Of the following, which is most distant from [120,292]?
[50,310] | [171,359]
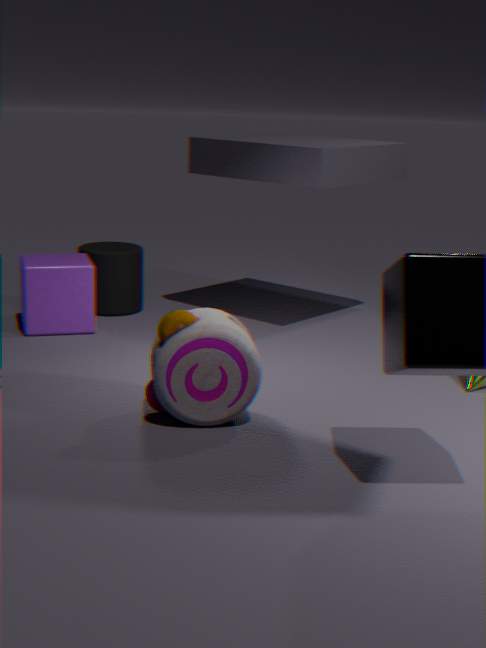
[171,359]
